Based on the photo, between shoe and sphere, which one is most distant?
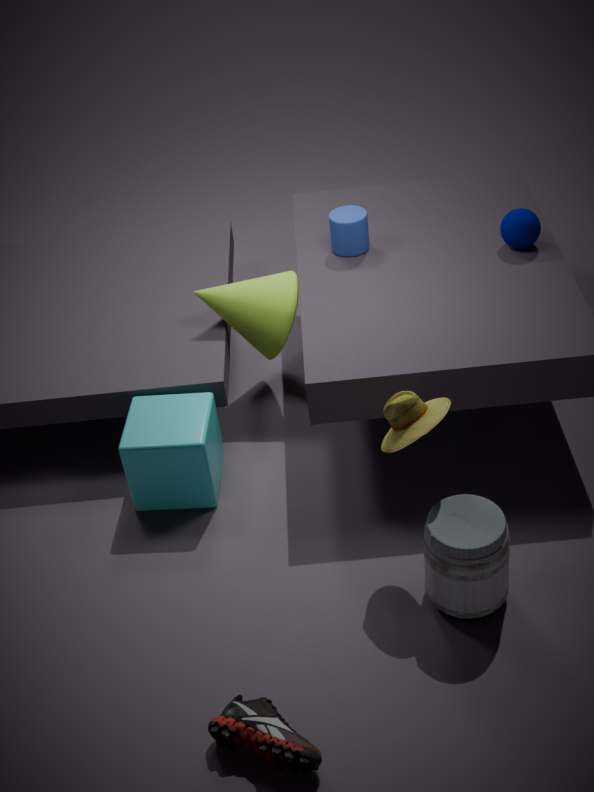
sphere
